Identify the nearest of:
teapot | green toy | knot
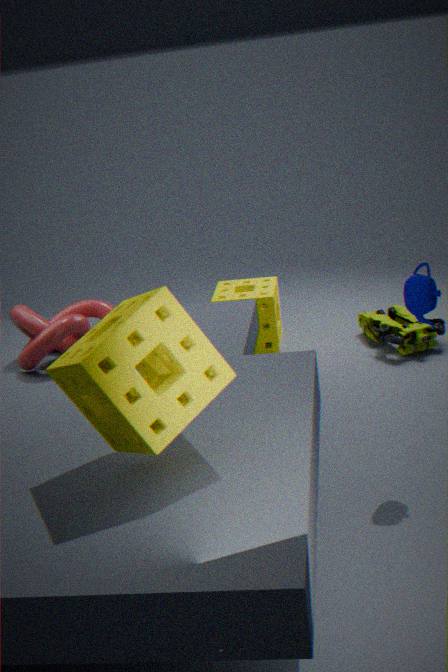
teapot
